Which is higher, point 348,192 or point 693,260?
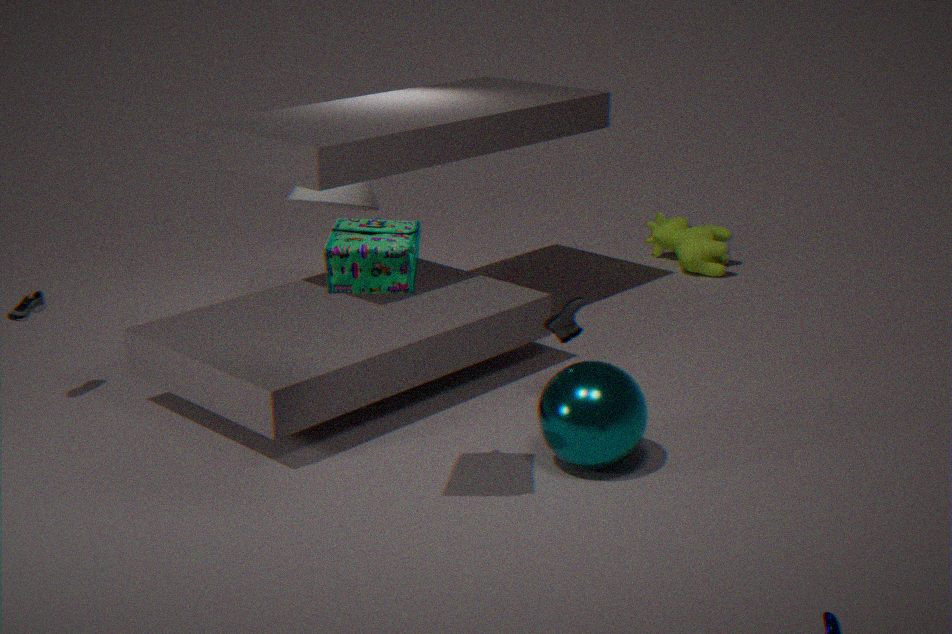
point 348,192
